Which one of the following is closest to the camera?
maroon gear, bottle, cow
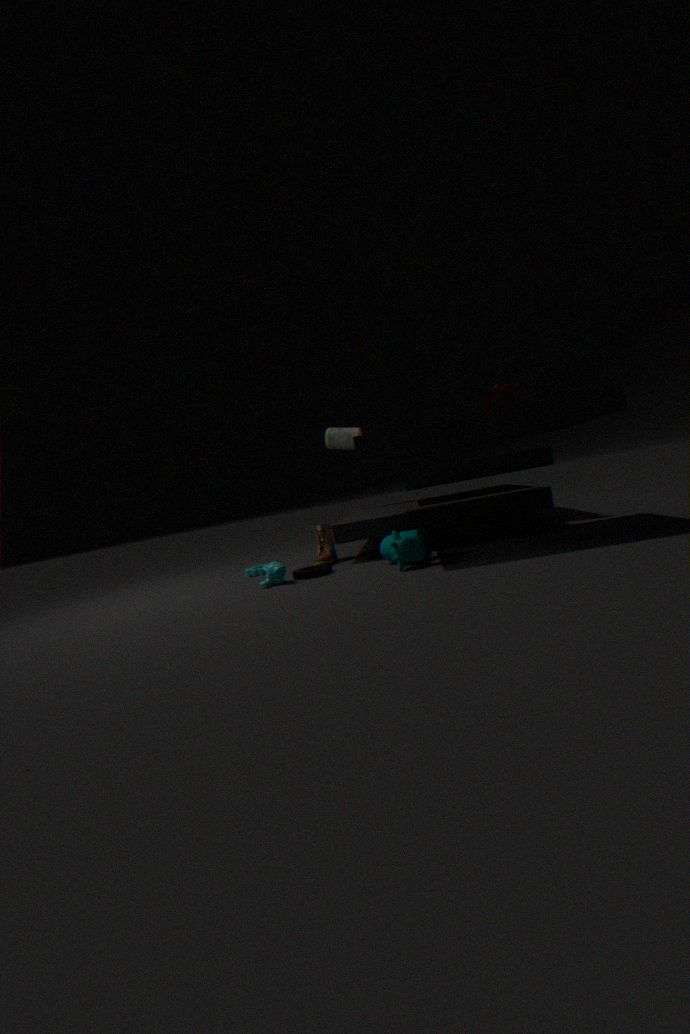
cow
